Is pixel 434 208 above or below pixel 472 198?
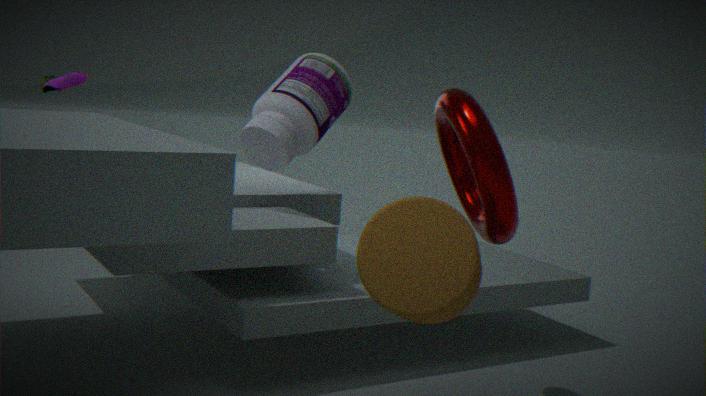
below
